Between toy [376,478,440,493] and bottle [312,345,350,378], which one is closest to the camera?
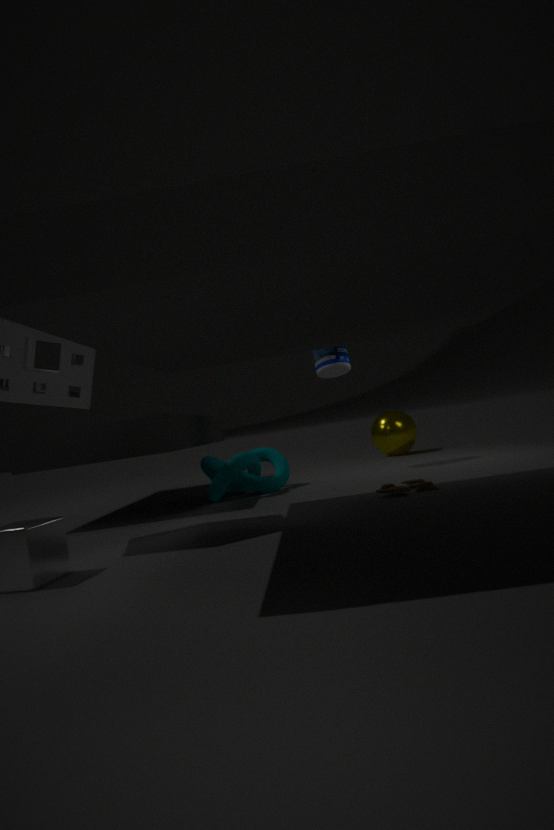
toy [376,478,440,493]
